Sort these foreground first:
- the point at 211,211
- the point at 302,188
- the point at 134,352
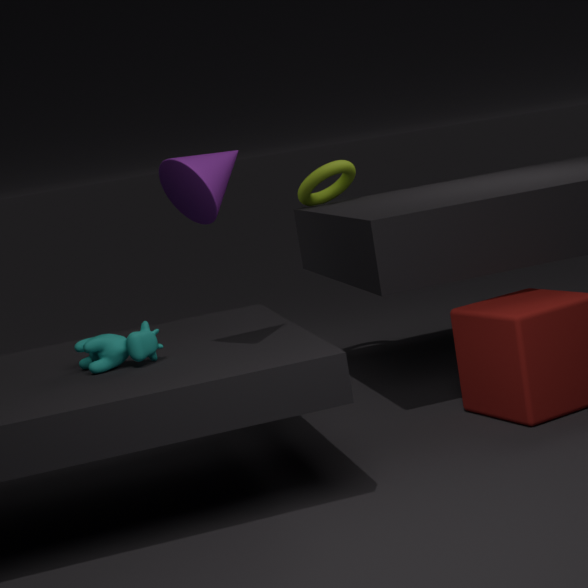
1. the point at 211,211
2. the point at 134,352
3. the point at 302,188
